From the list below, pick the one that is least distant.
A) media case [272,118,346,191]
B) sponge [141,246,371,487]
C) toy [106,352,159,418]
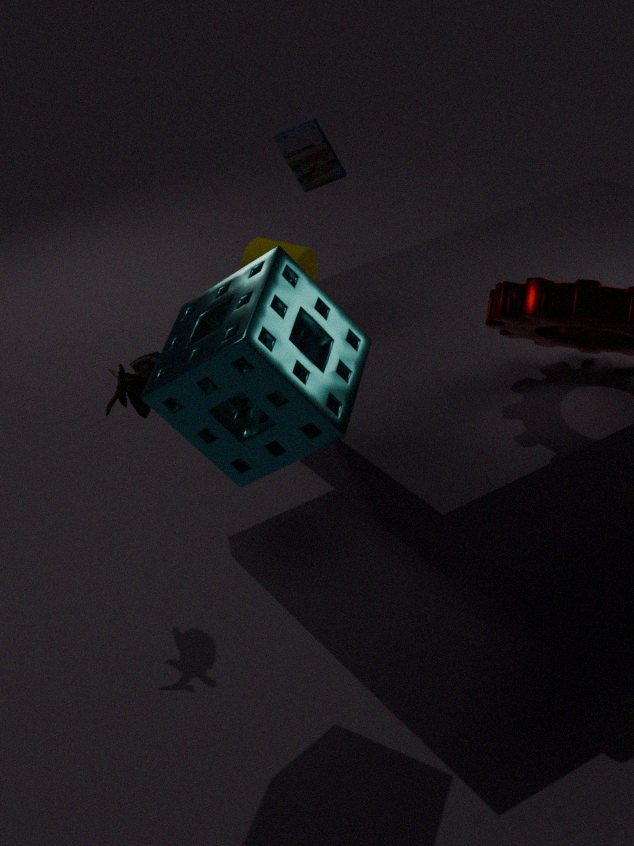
sponge [141,246,371,487]
